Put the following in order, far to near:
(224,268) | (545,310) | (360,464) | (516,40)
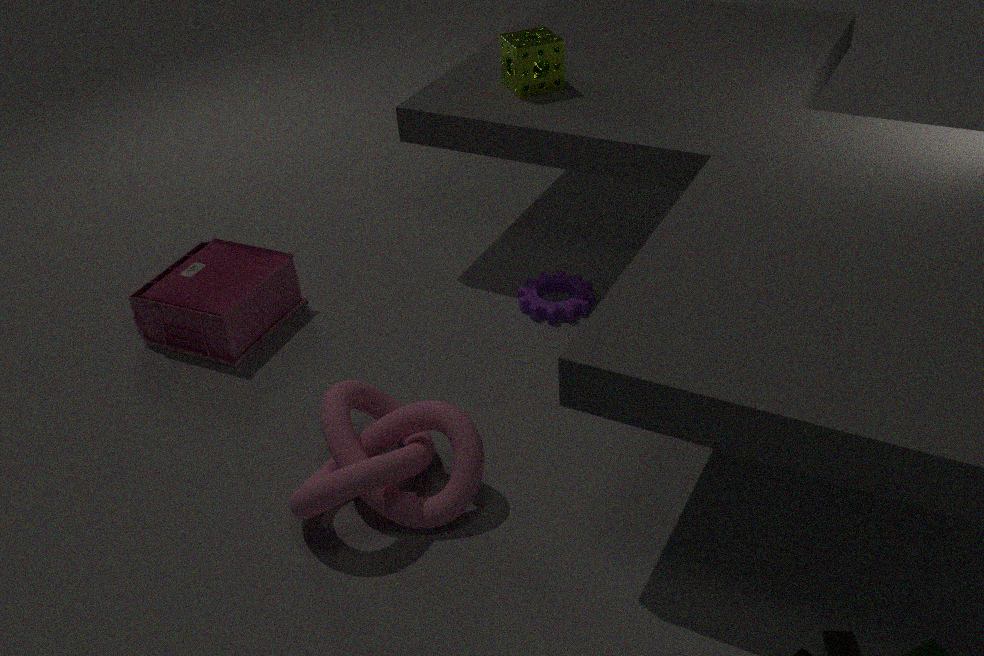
(516,40), (224,268), (545,310), (360,464)
